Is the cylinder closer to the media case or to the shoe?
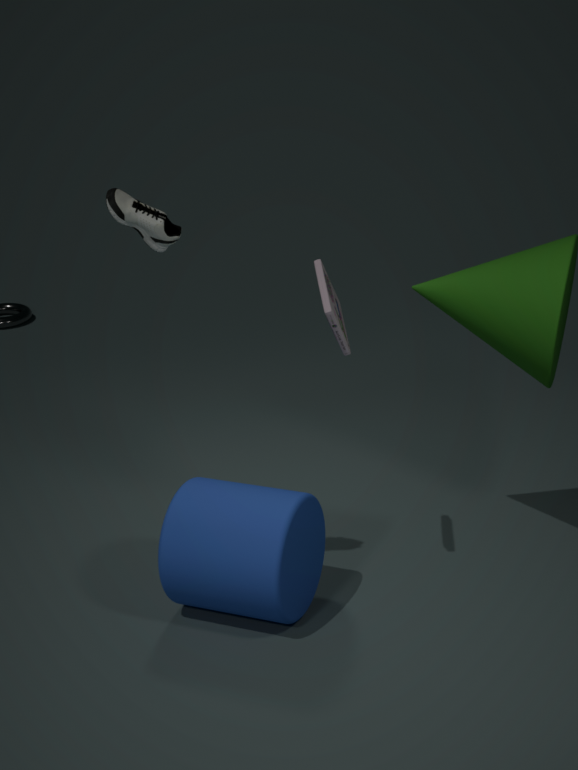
the media case
